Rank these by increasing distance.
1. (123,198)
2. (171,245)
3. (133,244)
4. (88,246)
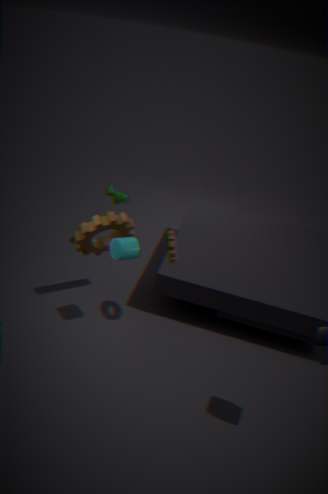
(133,244) < (171,245) < (88,246) < (123,198)
